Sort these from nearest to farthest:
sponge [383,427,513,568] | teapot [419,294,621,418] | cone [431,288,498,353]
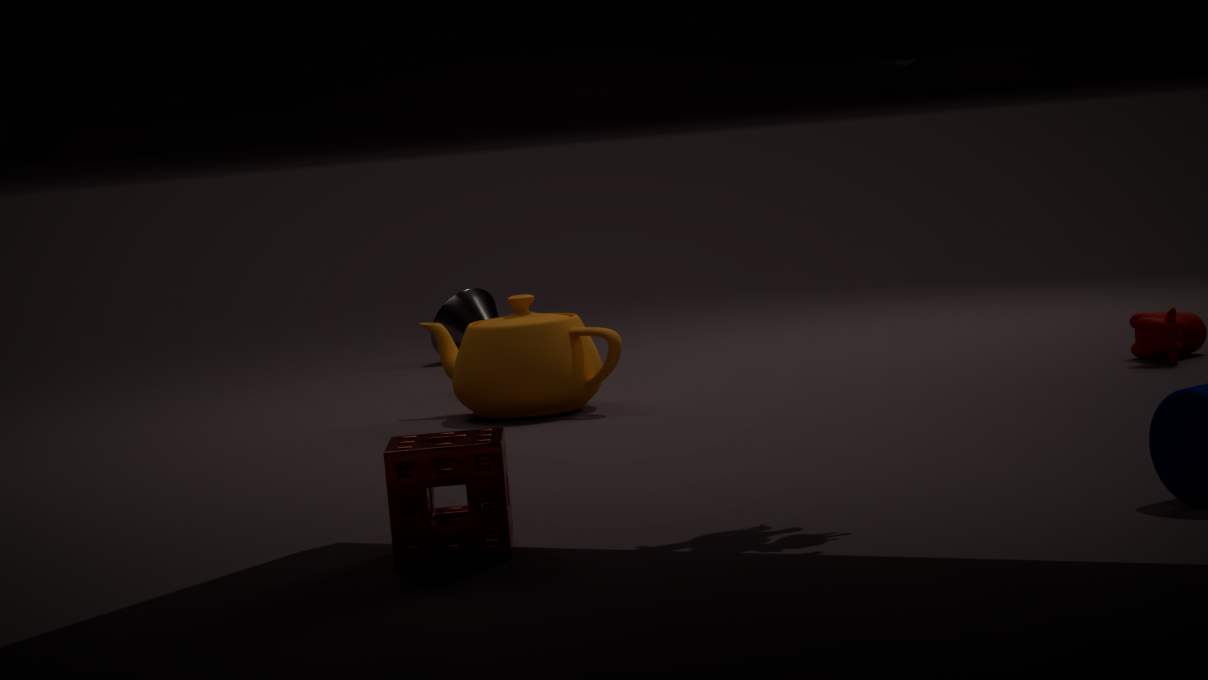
sponge [383,427,513,568] → teapot [419,294,621,418] → cone [431,288,498,353]
